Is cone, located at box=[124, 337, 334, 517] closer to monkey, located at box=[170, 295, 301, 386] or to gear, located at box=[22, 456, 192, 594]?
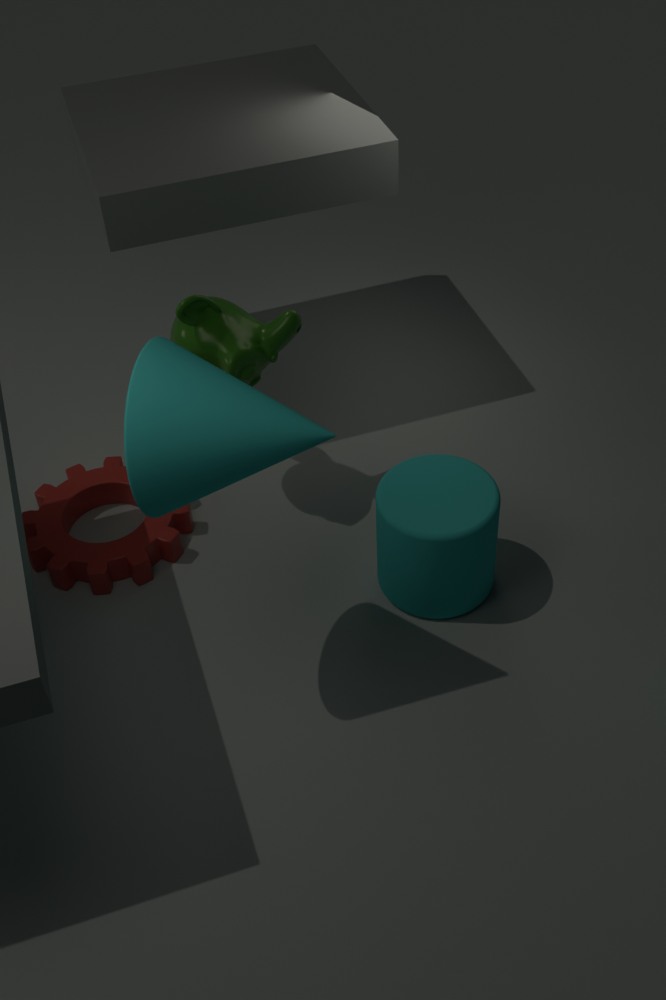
monkey, located at box=[170, 295, 301, 386]
